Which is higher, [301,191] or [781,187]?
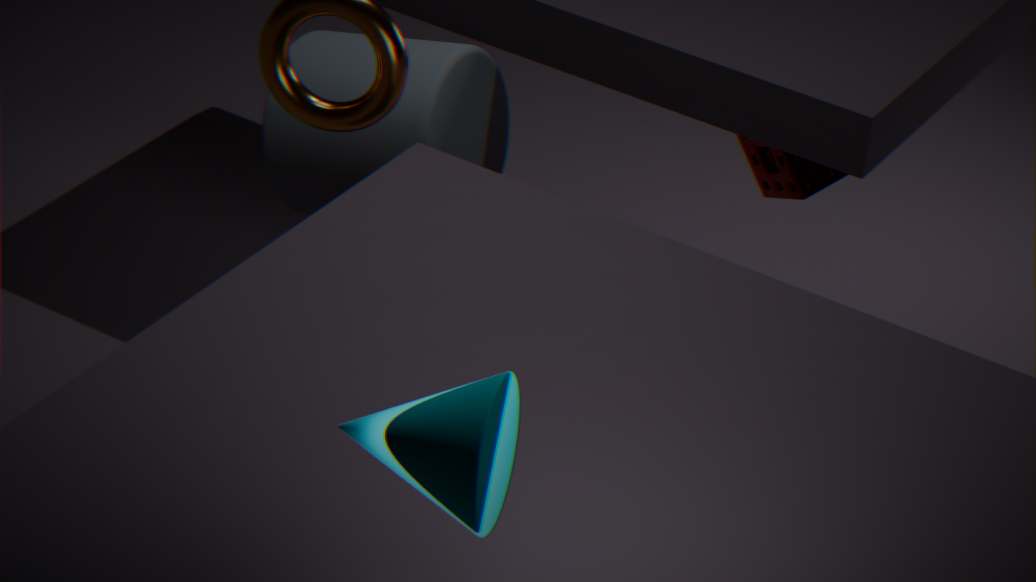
[301,191]
